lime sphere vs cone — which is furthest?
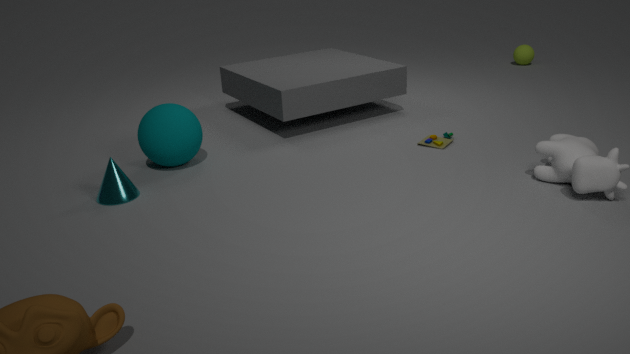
lime sphere
